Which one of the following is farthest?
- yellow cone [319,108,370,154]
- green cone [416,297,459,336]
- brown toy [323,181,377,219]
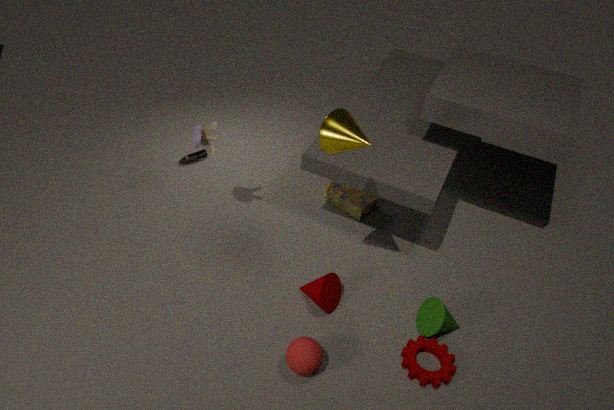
brown toy [323,181,377,219]
